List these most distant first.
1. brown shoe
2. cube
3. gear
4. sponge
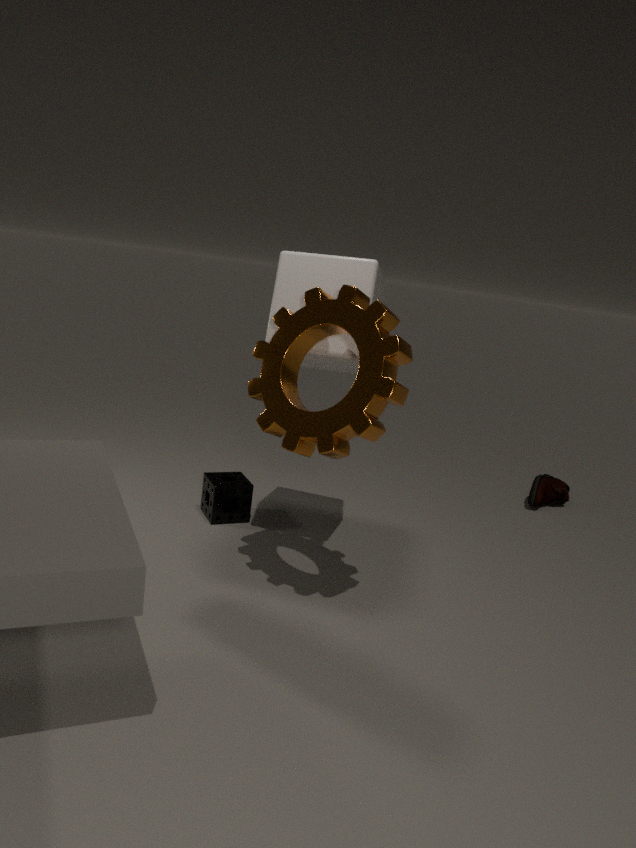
brown shoe, sponge, cube, gear
